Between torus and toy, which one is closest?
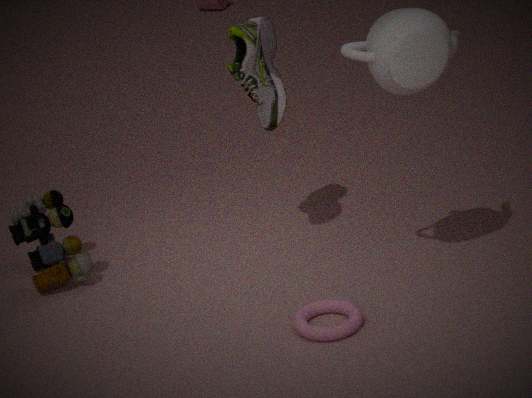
torus
